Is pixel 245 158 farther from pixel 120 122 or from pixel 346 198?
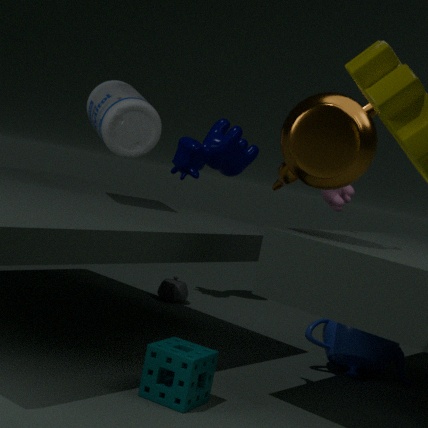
pixel 346 198
